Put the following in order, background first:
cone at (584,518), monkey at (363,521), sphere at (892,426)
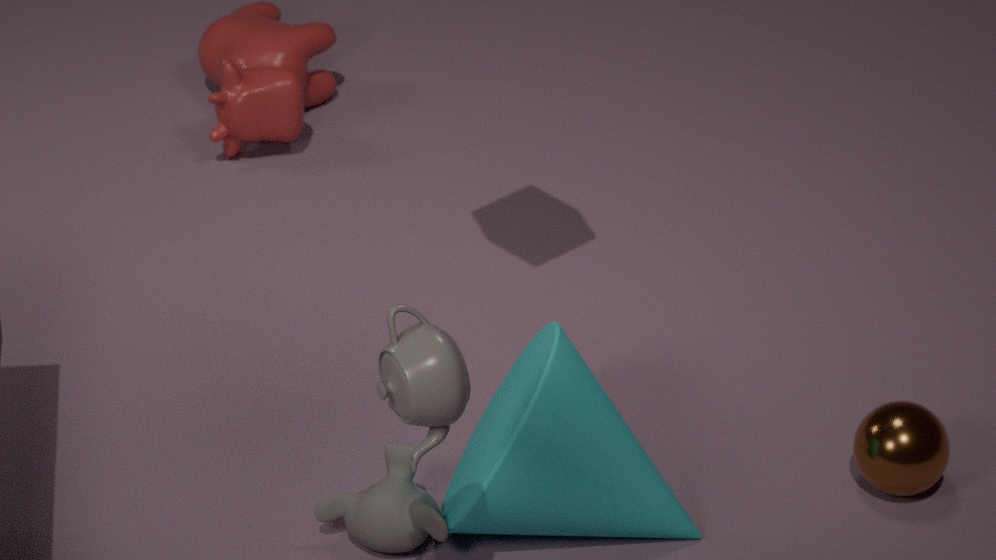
sphere at (892,426) → monkey at (363,521) → cone at (584,518)
